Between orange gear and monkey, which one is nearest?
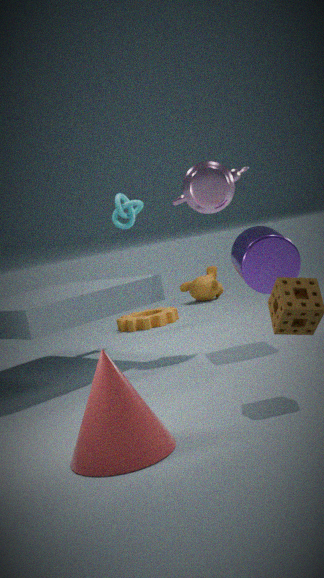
orange gear
